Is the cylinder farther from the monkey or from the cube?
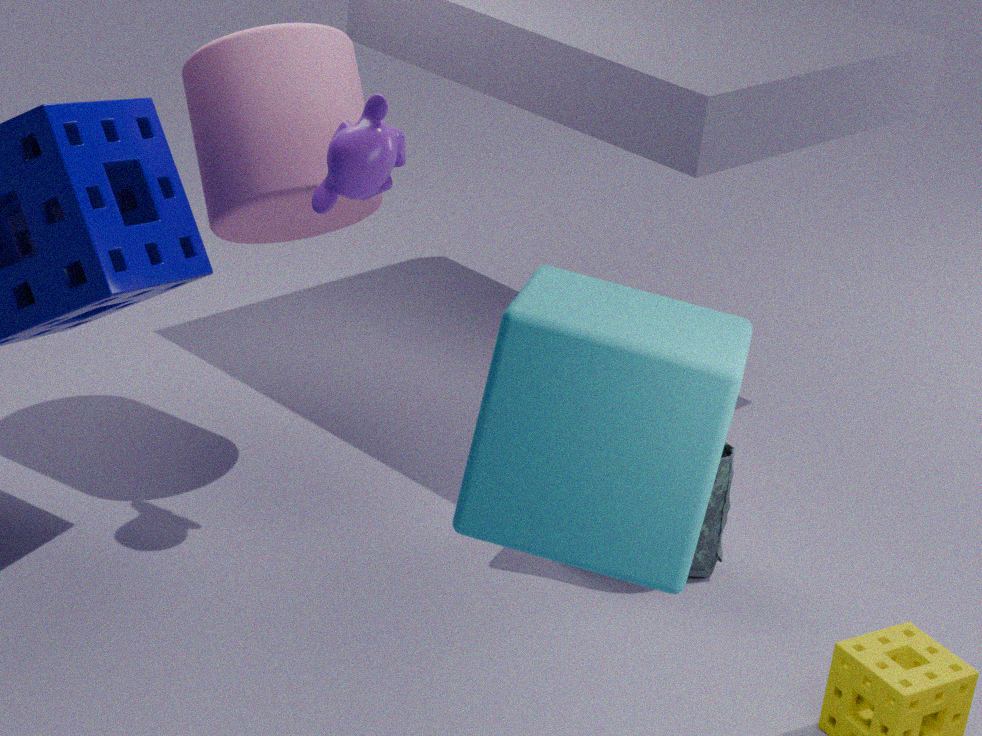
the cube
